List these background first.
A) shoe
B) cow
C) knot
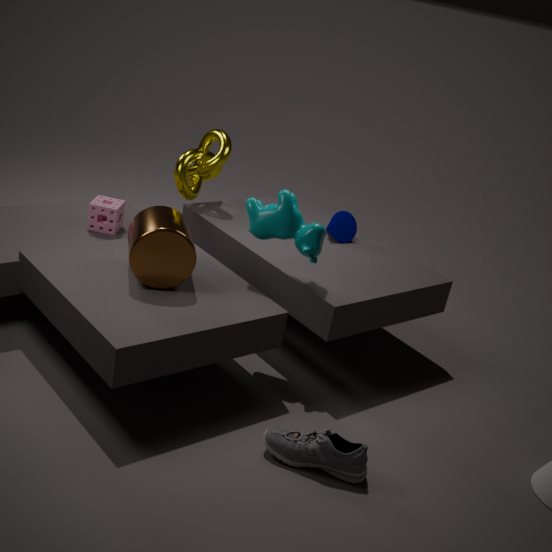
knot
cow
shoe
